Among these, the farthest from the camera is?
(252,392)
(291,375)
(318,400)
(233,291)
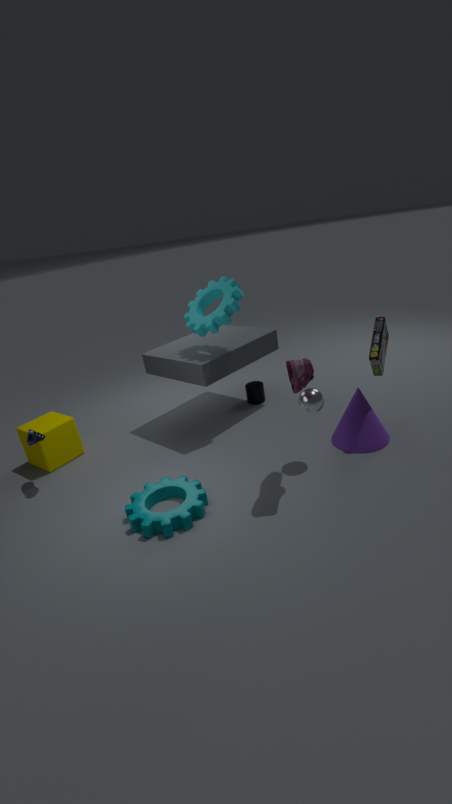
(252,392)
